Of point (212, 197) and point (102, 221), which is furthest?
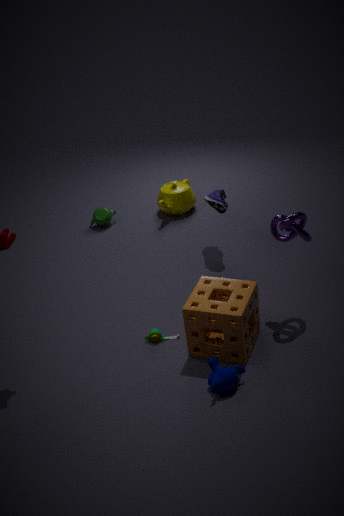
point (102, 221)
